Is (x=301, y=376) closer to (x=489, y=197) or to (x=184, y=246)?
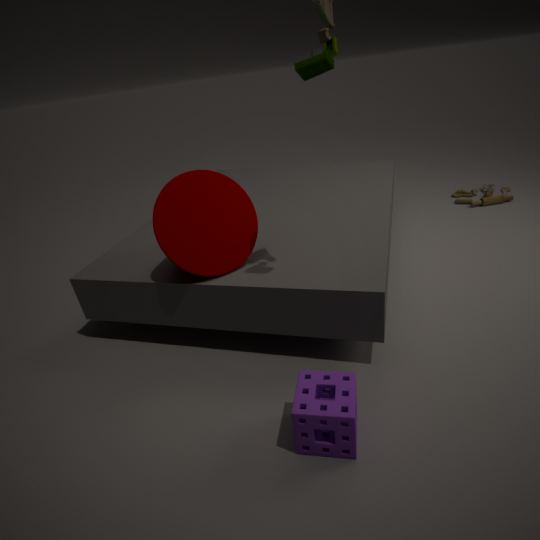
(x=184, y=246)
